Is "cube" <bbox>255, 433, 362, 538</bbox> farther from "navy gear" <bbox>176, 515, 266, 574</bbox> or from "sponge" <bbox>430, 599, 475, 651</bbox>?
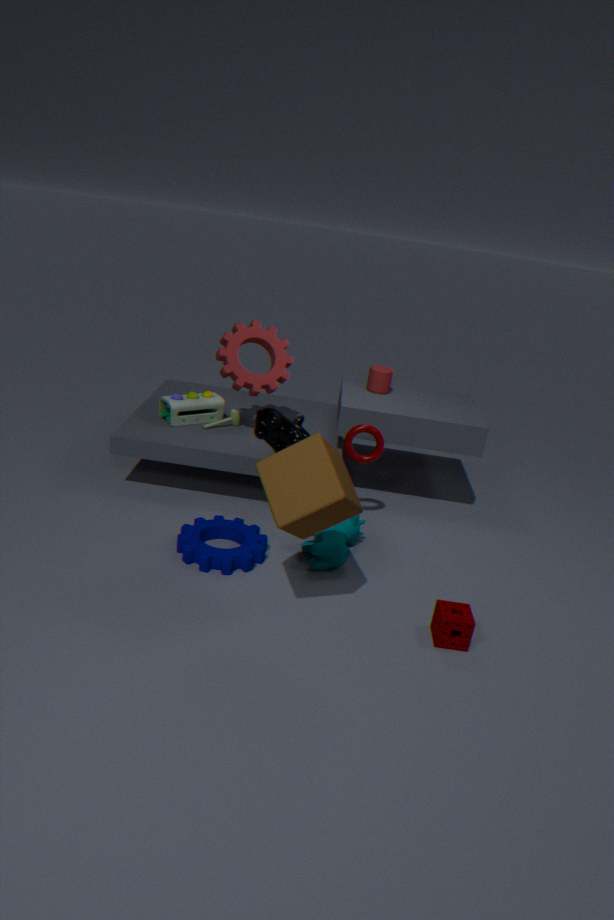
"sponge" <bbox>430, 599, 475, 651</bbox>
